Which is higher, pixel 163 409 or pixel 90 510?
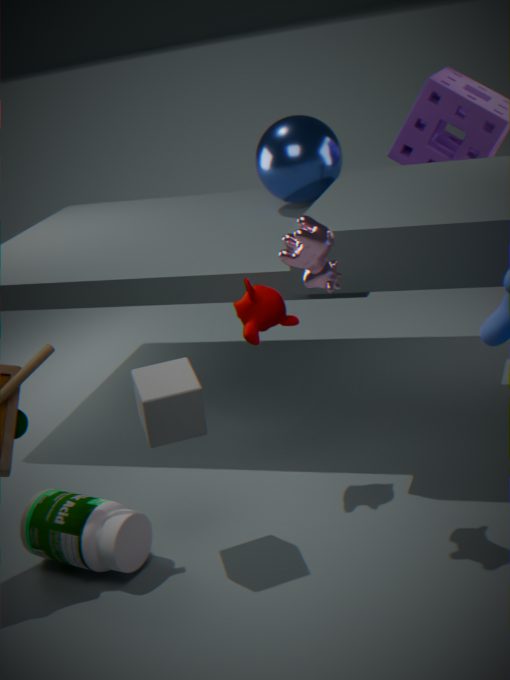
pixel 163 409
